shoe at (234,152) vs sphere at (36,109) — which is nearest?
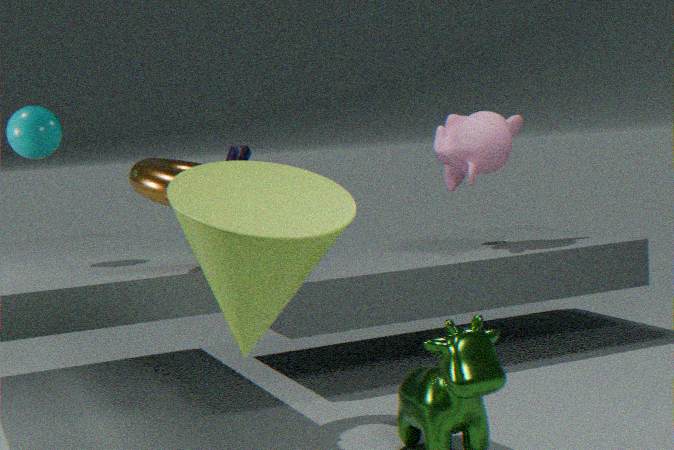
sphere at (36,109)
